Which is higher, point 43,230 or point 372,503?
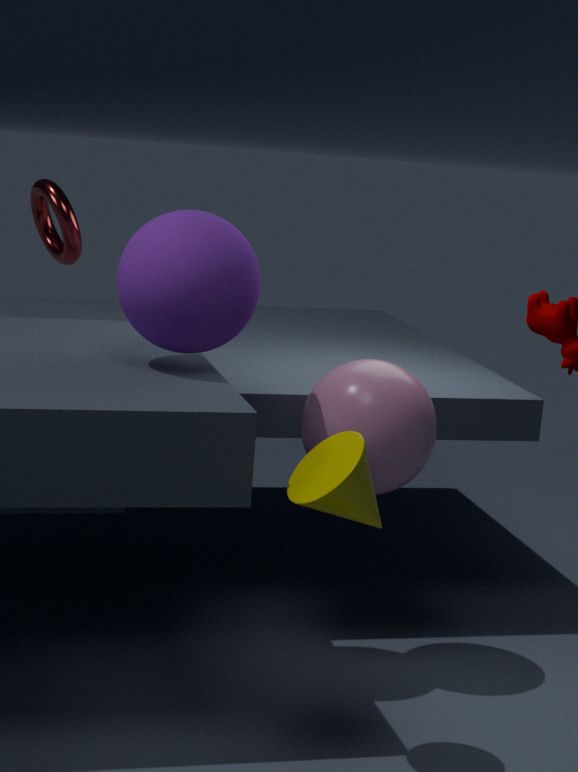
point 43,230
